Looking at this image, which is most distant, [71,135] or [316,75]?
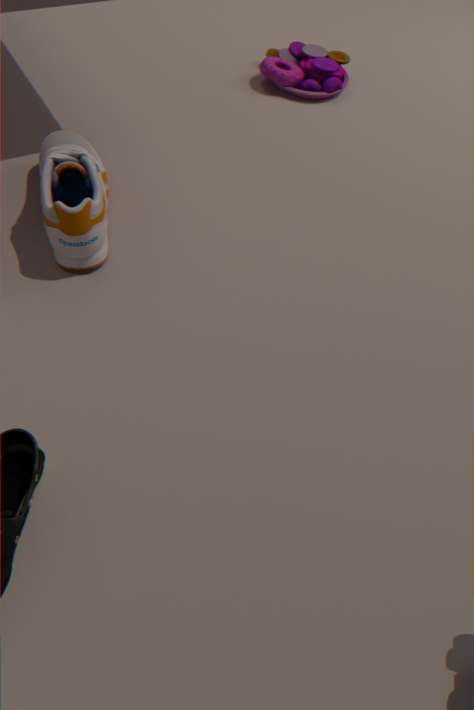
[316,75]
